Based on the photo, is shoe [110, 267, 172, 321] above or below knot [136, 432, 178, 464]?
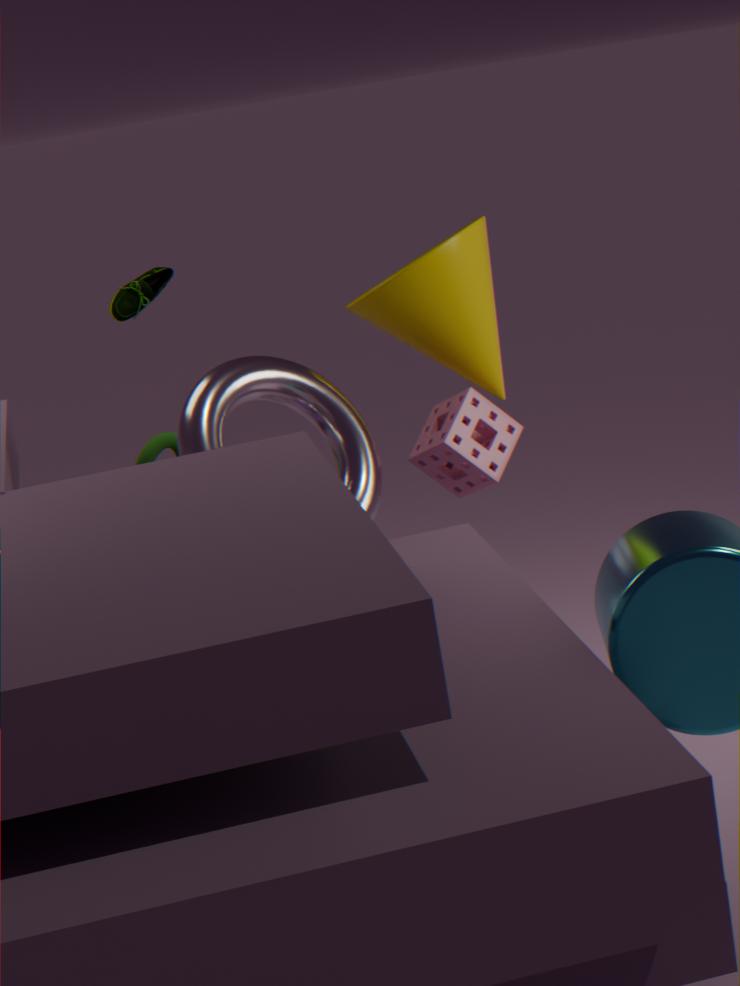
above
